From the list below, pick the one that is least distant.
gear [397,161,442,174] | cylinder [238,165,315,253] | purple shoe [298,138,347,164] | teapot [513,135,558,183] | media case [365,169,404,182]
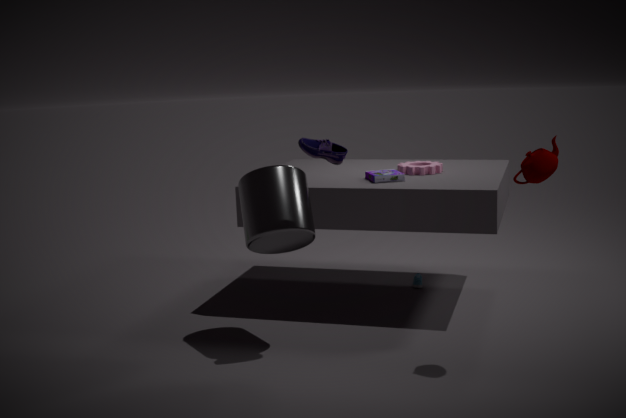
teapot [513,135,558,183]
